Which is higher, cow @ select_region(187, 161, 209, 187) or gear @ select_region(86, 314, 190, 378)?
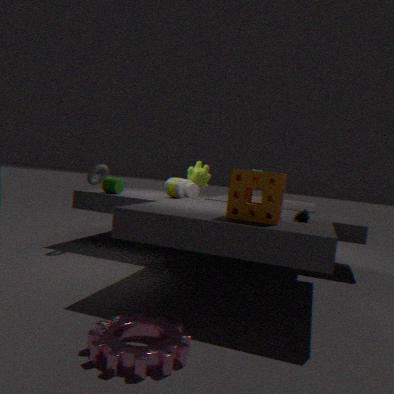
cow @ select_region(187, 161, 209, 187)
